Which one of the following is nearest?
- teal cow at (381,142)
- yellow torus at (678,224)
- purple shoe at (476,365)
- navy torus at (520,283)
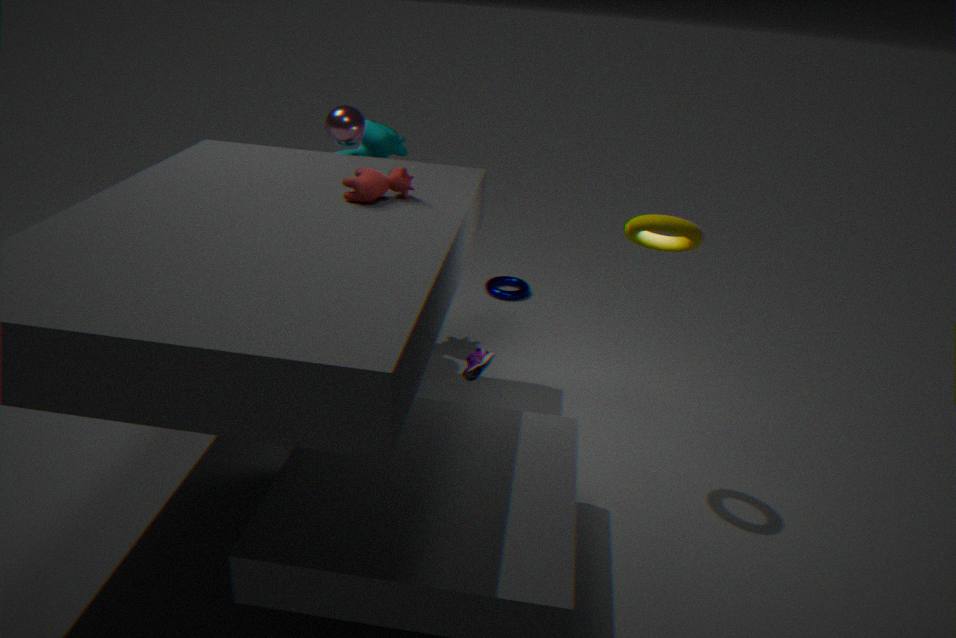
yellow torus at (678,224)
